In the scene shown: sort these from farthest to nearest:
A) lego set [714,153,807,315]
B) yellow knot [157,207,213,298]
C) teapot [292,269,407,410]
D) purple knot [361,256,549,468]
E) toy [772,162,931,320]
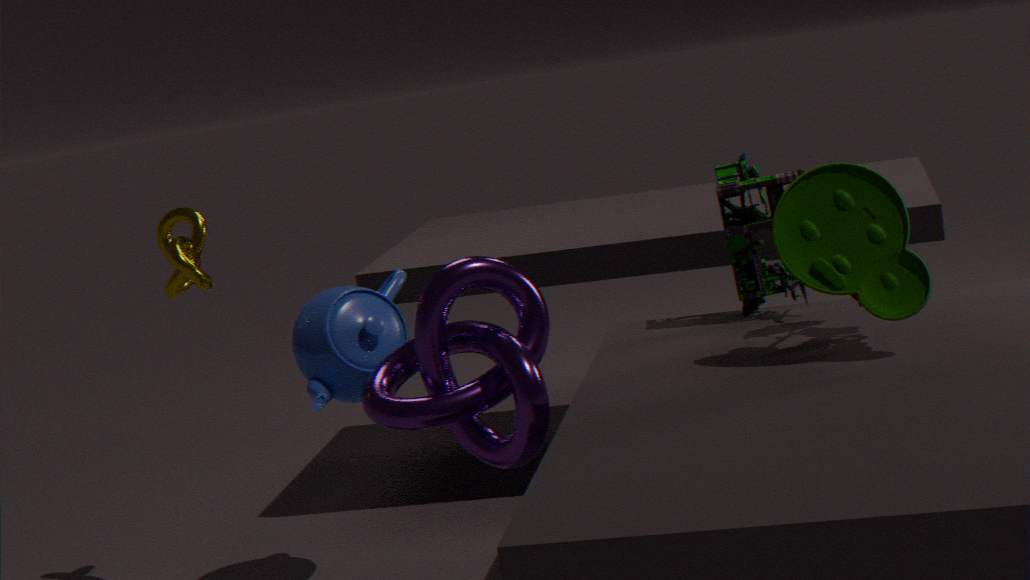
yellow knot [157,207,213,298], lego set [714,153,807,315], teapot [292,269,407,410], purple knot [361,256,549,468], toy [772,162,931,320]
